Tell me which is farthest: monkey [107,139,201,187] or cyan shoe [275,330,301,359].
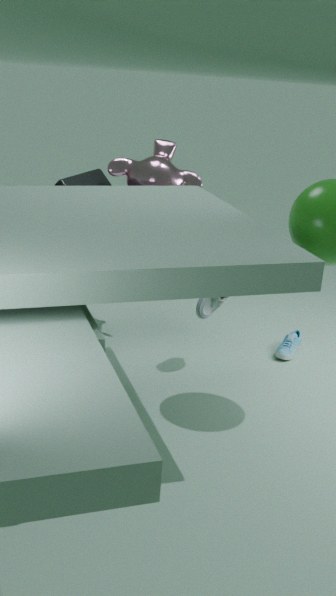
cyan shoe [275,330,301,359]
